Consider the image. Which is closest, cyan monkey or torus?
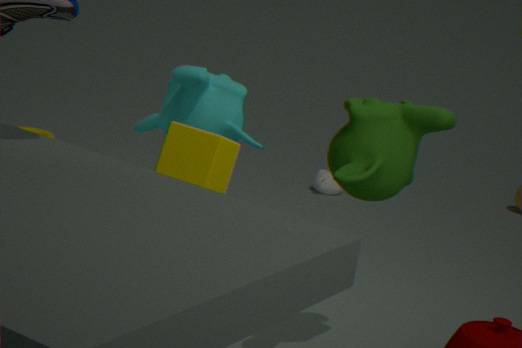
cyan monkey
